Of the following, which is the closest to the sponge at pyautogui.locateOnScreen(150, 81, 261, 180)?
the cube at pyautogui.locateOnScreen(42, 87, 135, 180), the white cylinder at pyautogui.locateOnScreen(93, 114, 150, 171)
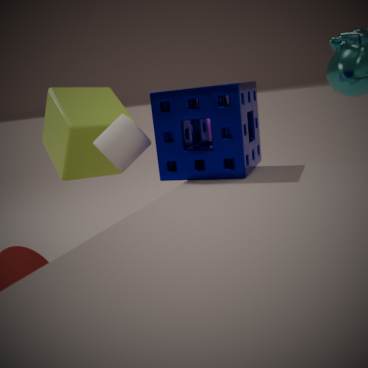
the white cylinder at pyautogui.locateOnScreen(93, 114, 150, 171)
